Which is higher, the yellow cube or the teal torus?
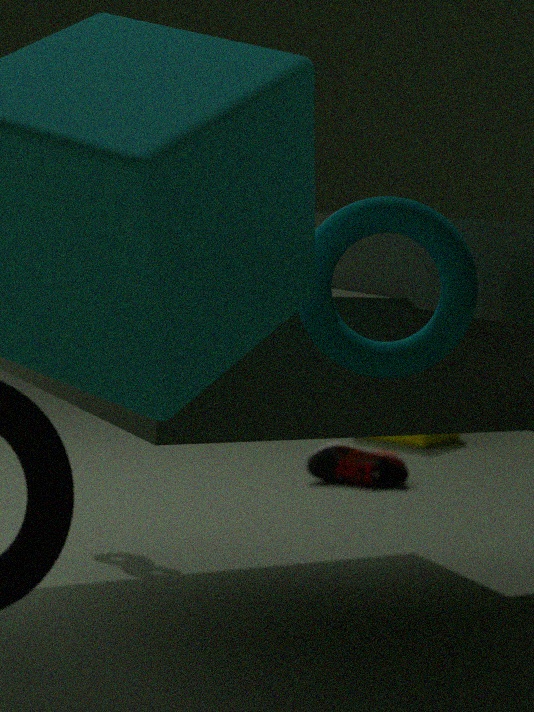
the teal torus
